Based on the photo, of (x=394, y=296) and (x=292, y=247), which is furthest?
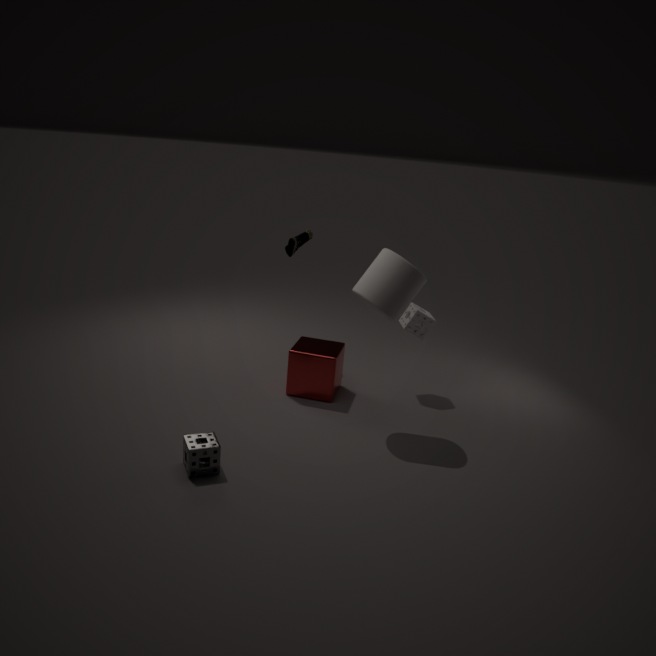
(x=292, y=247)
